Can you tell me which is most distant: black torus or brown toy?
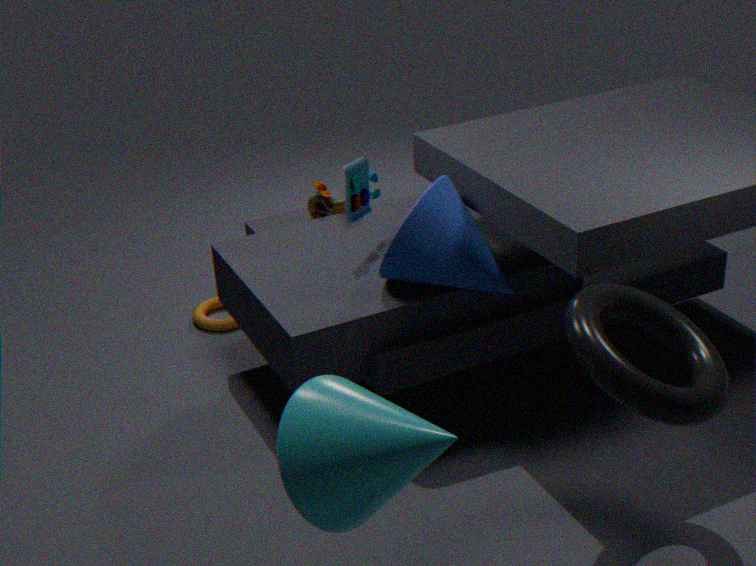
brown toy
